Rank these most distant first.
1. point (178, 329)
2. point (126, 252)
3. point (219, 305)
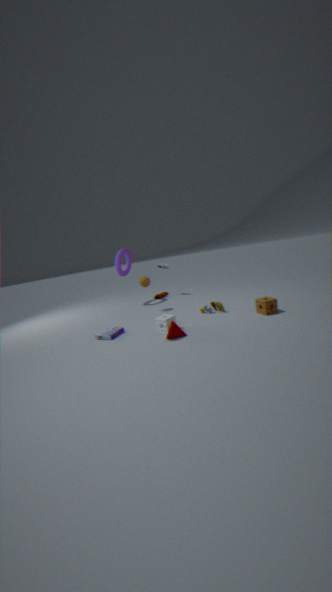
point (126, 252) < point (219, 305) < point (178, 329)
